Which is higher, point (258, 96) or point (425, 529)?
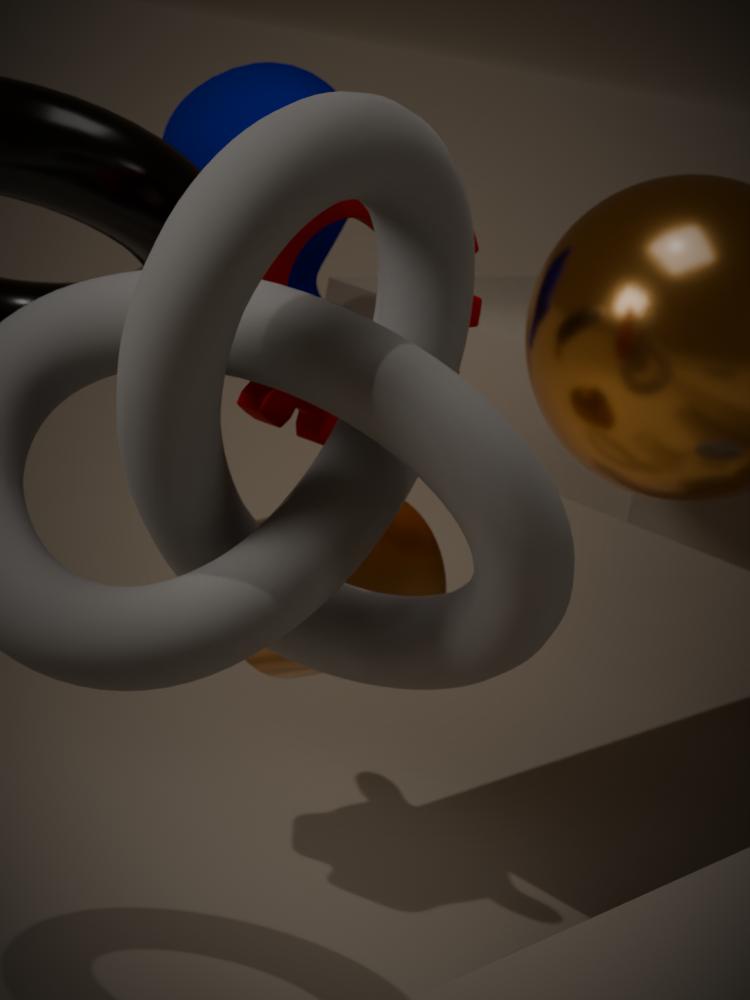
point (258, 96)
